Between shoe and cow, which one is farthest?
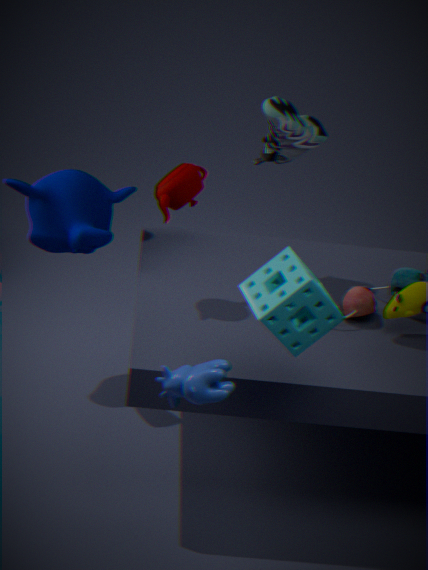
shoe
